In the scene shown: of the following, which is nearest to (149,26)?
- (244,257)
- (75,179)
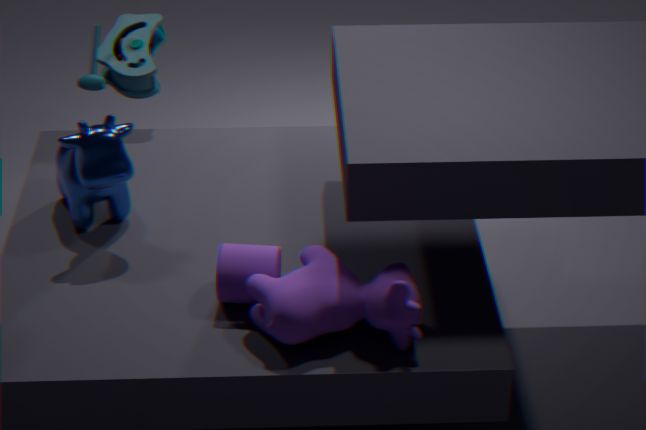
(75,179)
